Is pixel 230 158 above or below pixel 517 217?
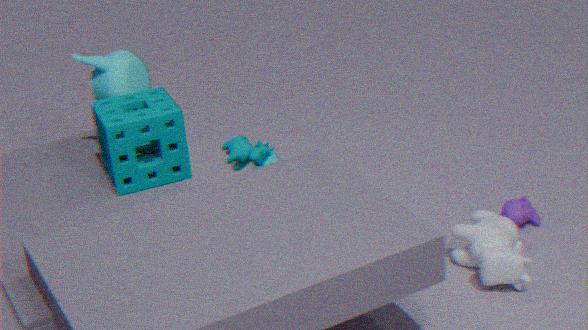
above
